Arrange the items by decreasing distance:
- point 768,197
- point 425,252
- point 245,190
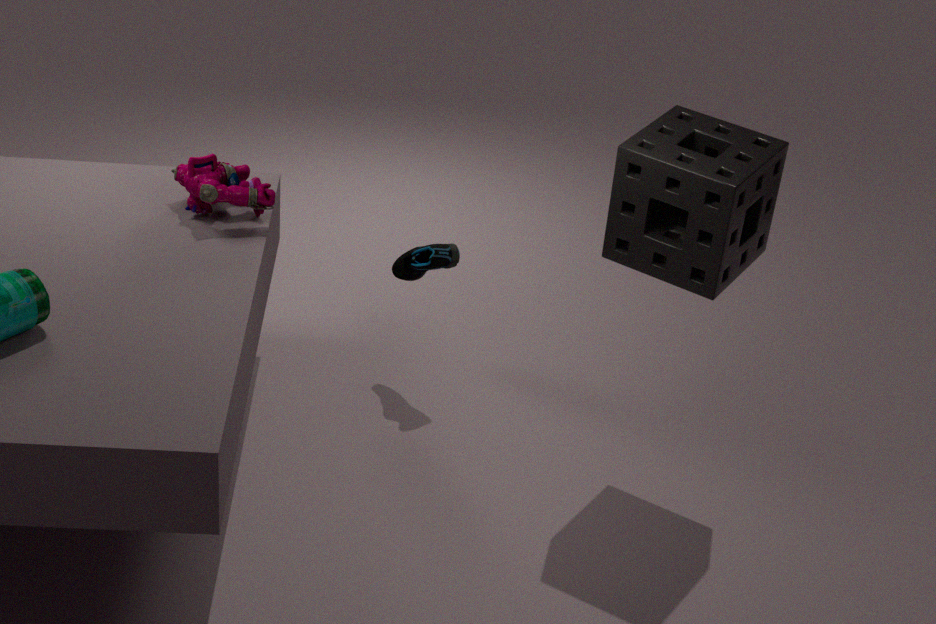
1. point 425,252
2. point 245,190
3. point 768,197
